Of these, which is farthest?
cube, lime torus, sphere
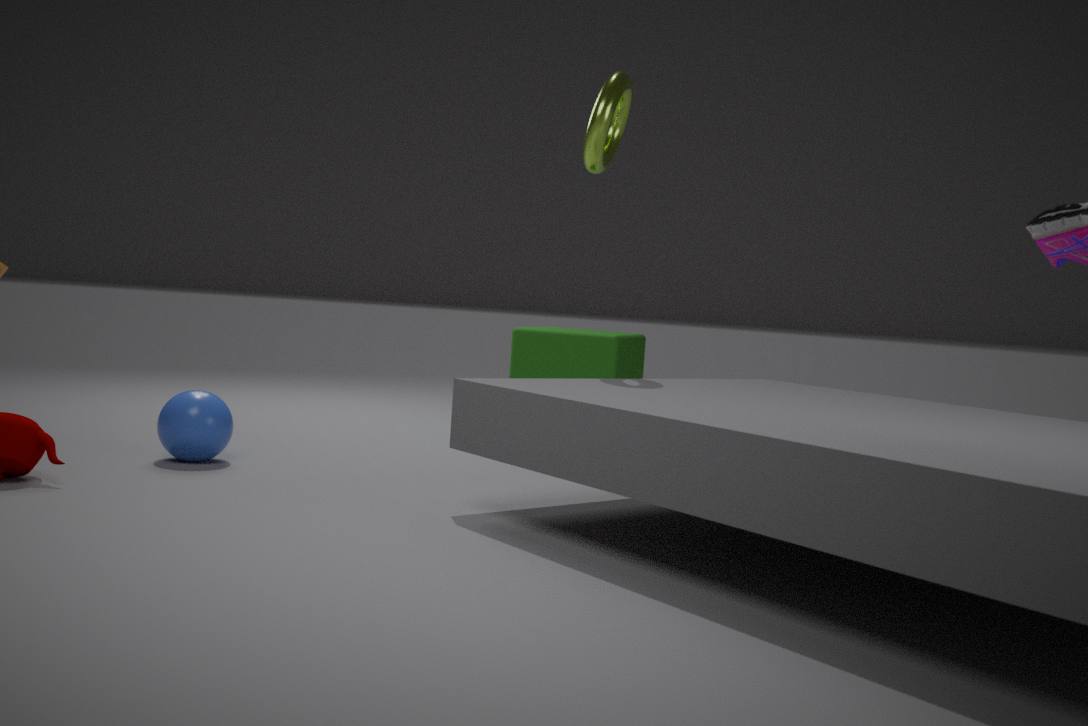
cube
